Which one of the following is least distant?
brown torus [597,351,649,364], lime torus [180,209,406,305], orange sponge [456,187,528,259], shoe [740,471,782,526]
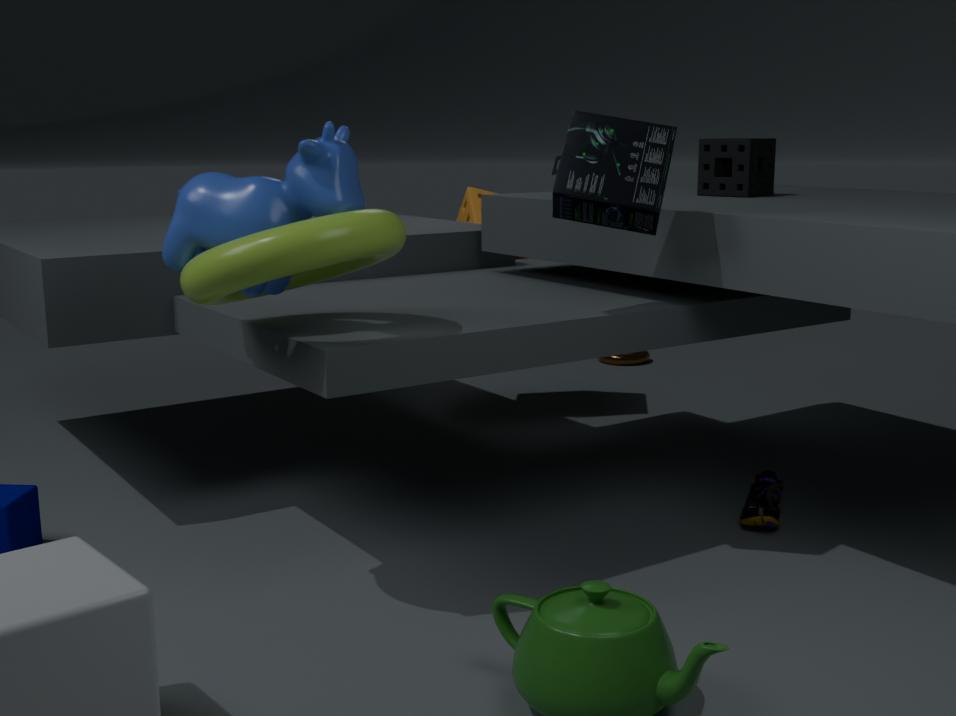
lime torus [180,209,406,305]
